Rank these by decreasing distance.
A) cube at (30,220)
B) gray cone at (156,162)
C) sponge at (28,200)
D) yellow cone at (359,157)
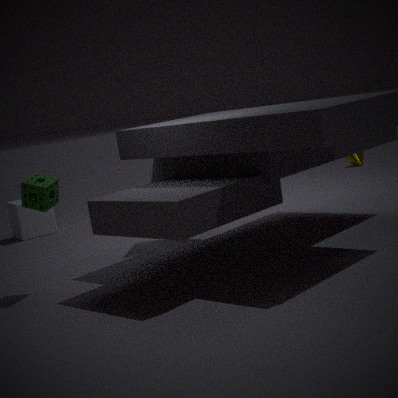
yellow cone at (359,157) < cube at (30,220) < gray cone at (156,162) < sponge at (28,200)
